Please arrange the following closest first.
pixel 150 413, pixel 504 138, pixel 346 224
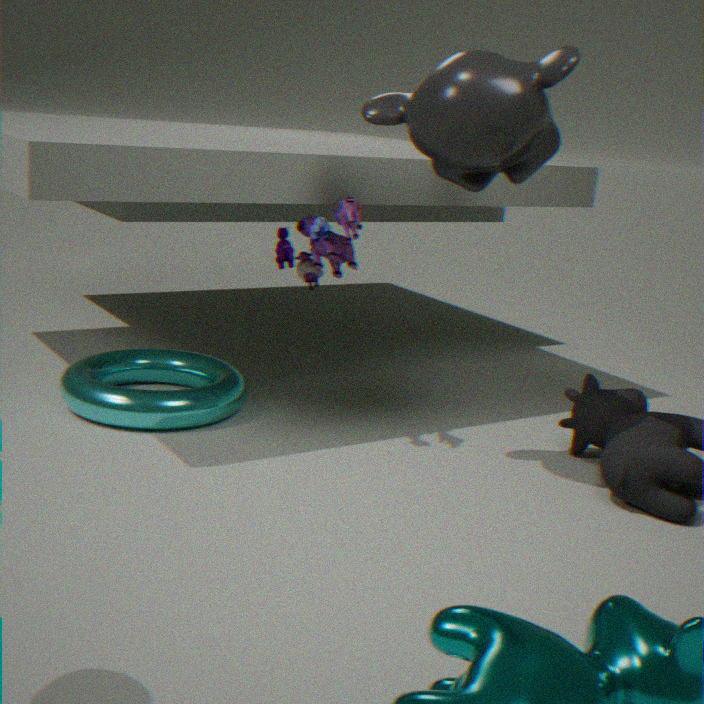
pixel 504 138 < pixel 346 224 < pixel 150 413
